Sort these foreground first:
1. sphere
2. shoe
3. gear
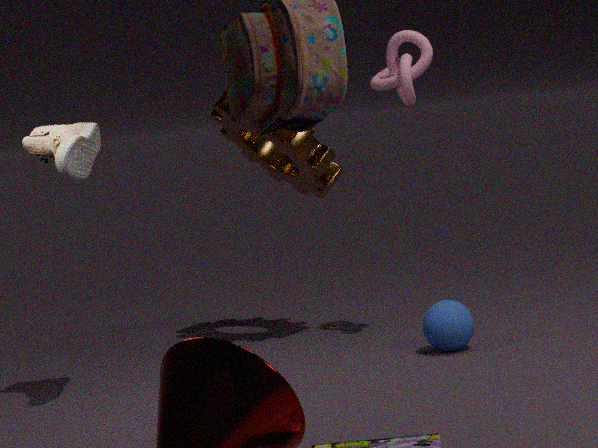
shoe, sphere, gear
